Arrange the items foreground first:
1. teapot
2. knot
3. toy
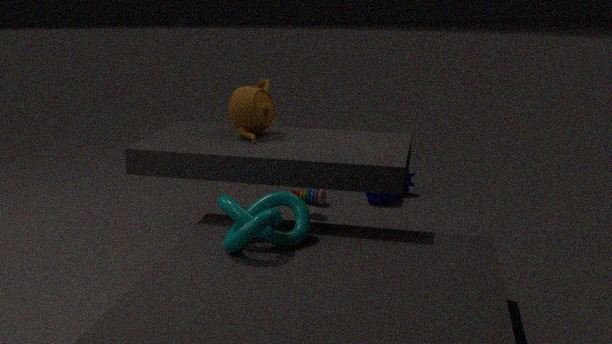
1. knot
2. teapot
3. toy
